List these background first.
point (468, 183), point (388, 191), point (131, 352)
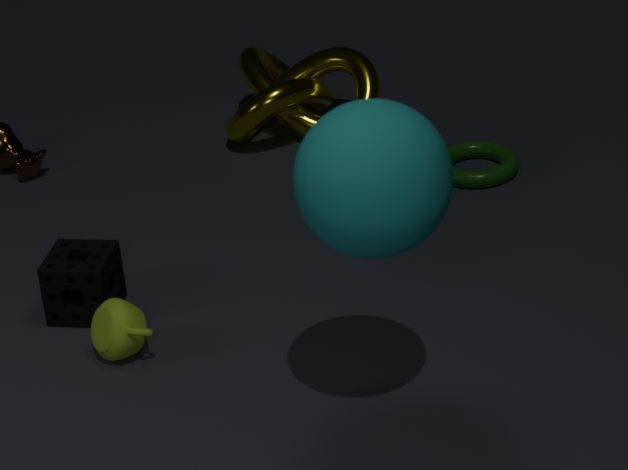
point (468, 183), point (131, 352), point (388, 191)
